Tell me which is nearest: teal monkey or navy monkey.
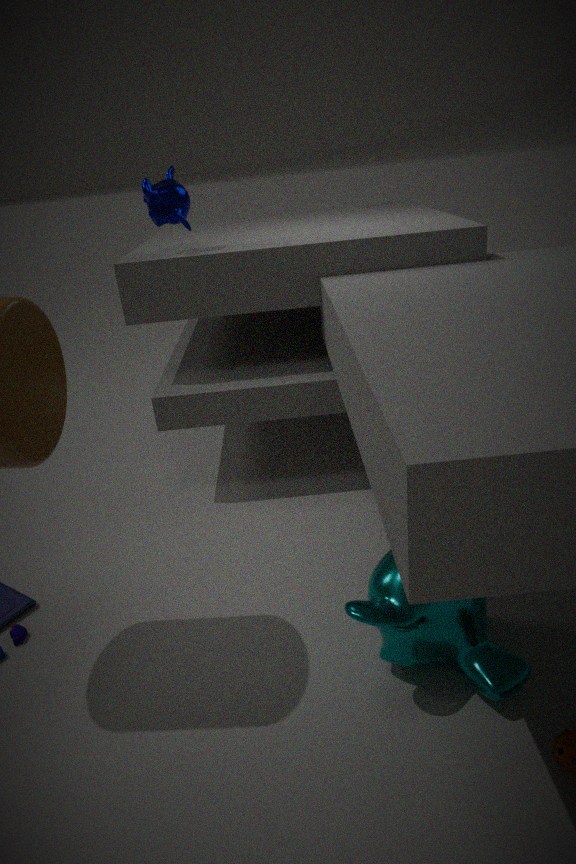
teal monkey
